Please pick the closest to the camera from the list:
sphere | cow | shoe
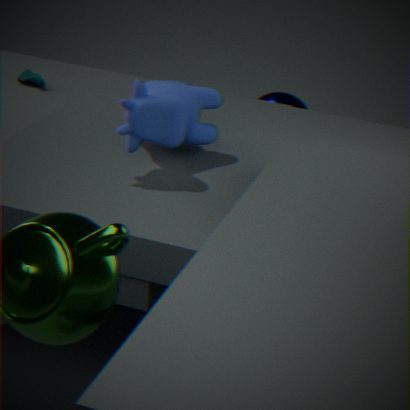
cow
